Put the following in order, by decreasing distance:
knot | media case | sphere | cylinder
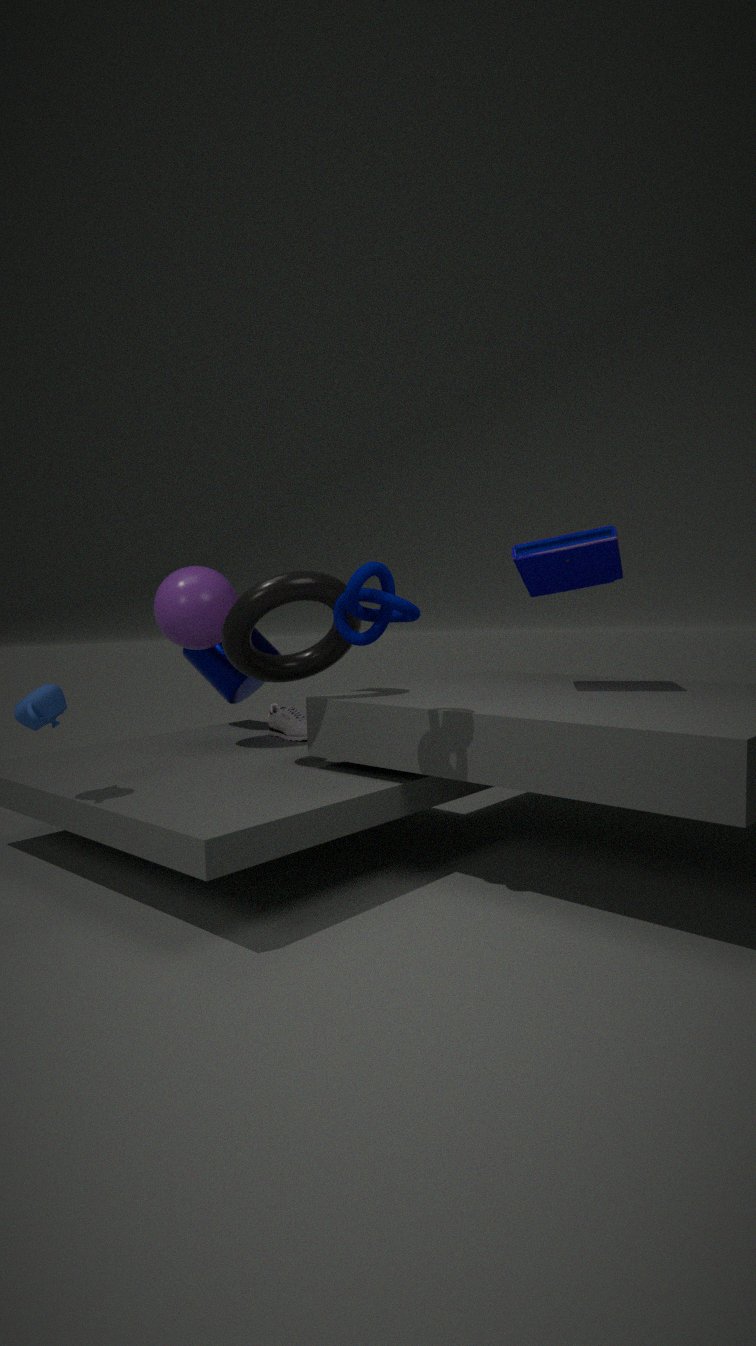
1. cylinder
2. sphere
3. media case
4. knot
